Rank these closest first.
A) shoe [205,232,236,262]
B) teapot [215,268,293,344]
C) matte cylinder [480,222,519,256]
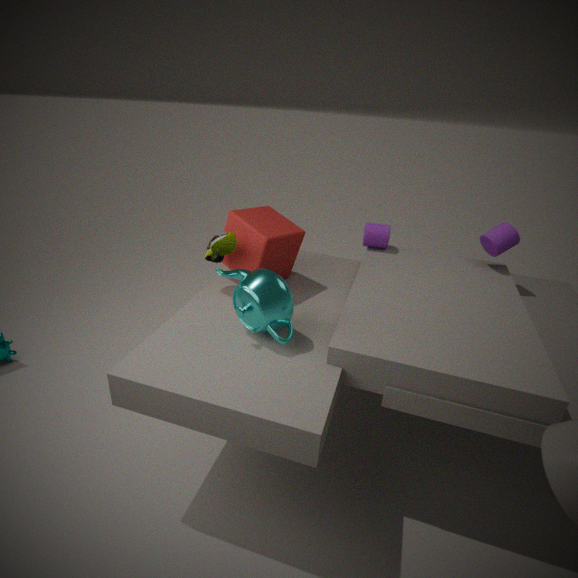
B. teapot [215,268,293,344] < A. shoe [205,232,236,262] < C. matte cylinder [480,222,519,256]
